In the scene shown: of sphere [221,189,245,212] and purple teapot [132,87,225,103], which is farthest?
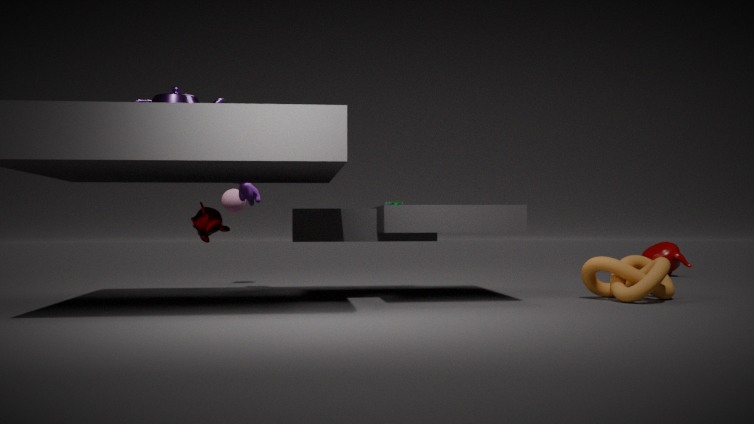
sphere [221,189,245,212]
